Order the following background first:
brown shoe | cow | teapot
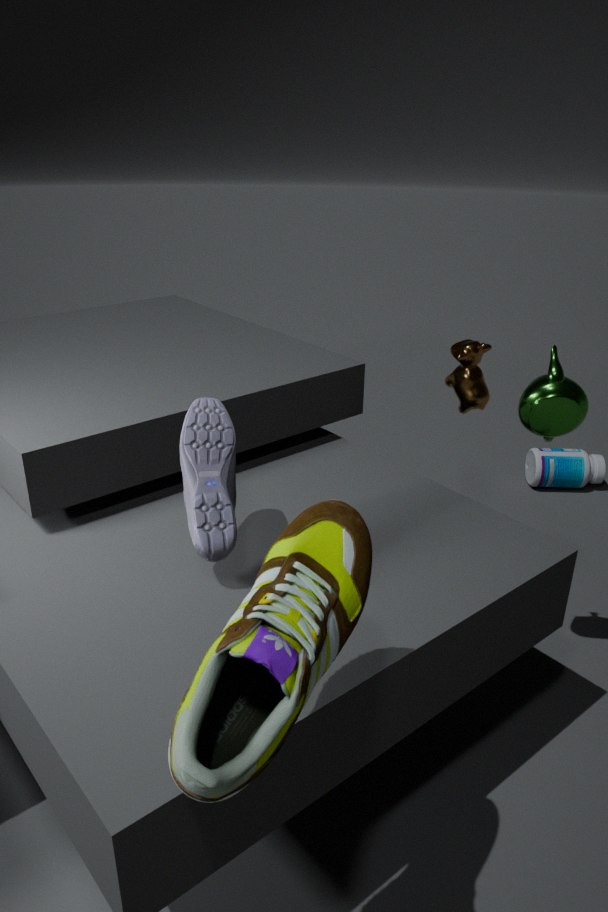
1. cow
2. teapot
3. brown shoe
